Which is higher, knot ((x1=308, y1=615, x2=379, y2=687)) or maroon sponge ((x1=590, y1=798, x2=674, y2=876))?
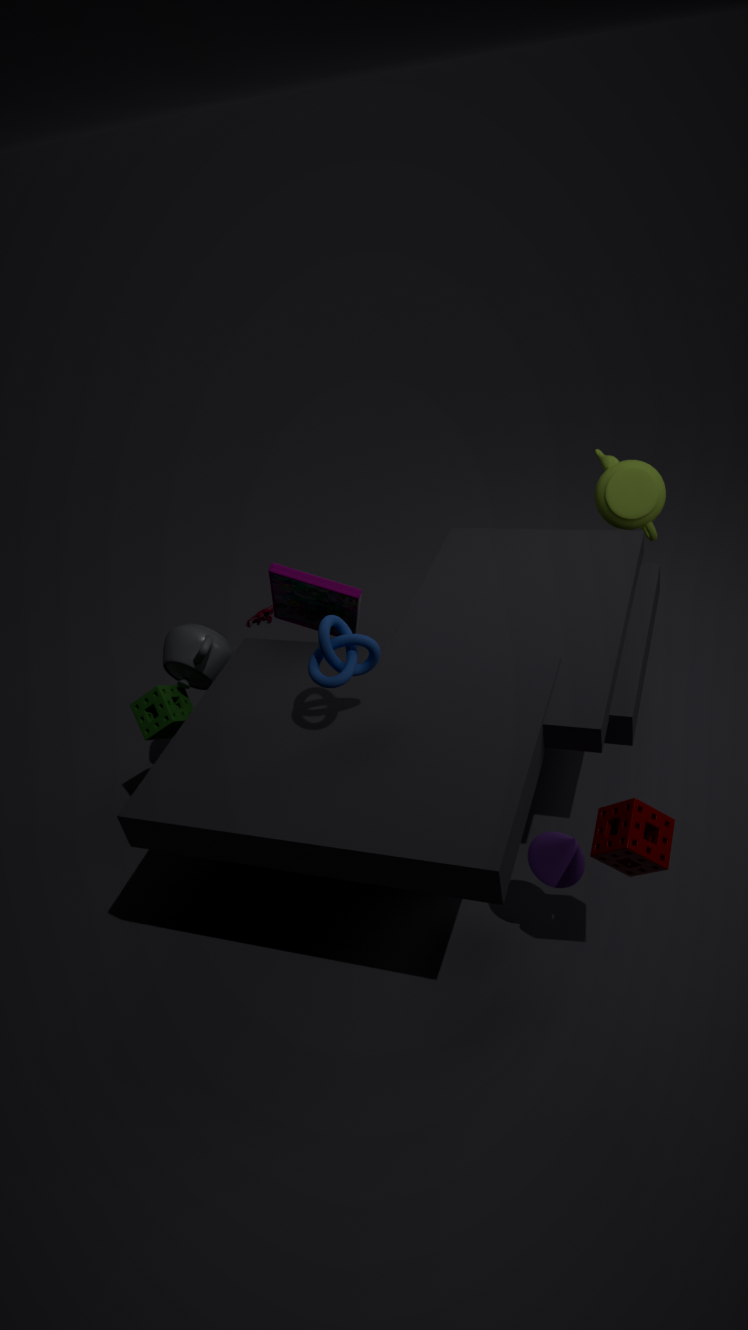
knot ((x1=308, y1=615, x2=379, y2=687))
